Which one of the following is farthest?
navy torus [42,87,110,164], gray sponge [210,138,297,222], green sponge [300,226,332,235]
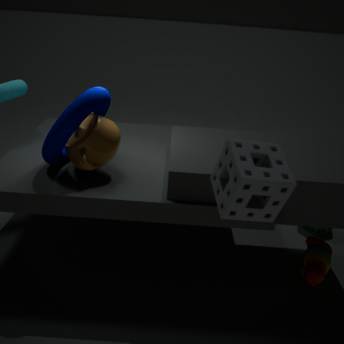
green sponge [300,226,332,235]
